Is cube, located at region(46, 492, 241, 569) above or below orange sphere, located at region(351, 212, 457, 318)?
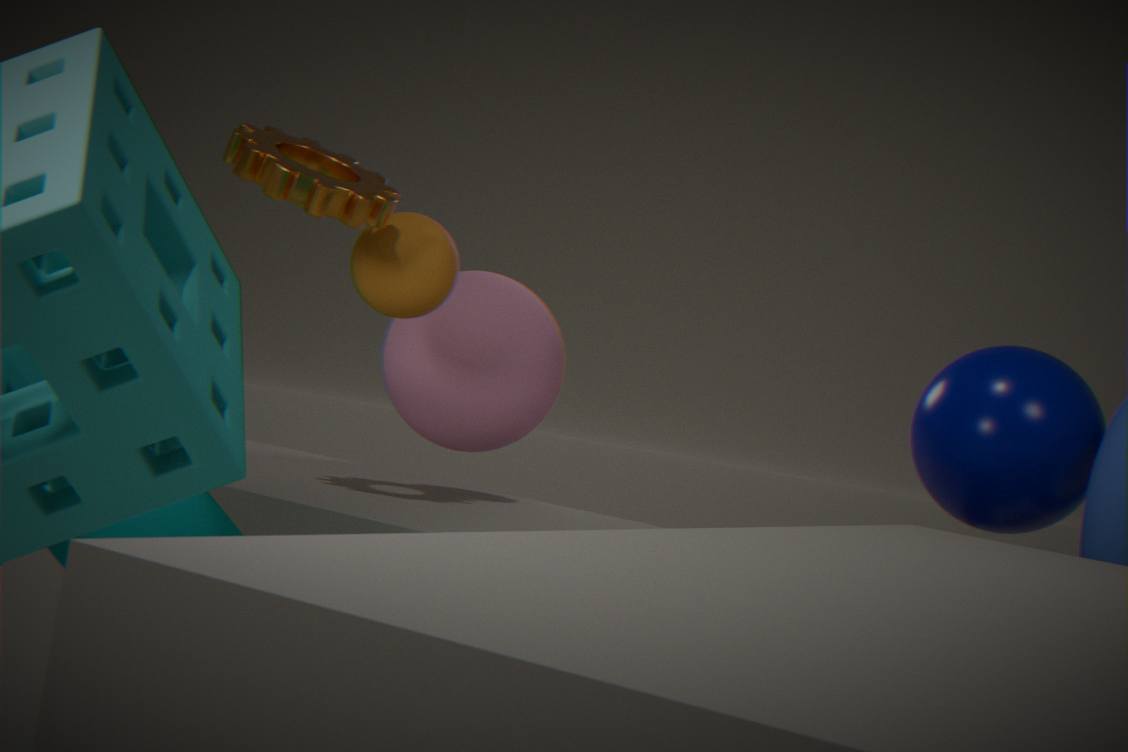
below
